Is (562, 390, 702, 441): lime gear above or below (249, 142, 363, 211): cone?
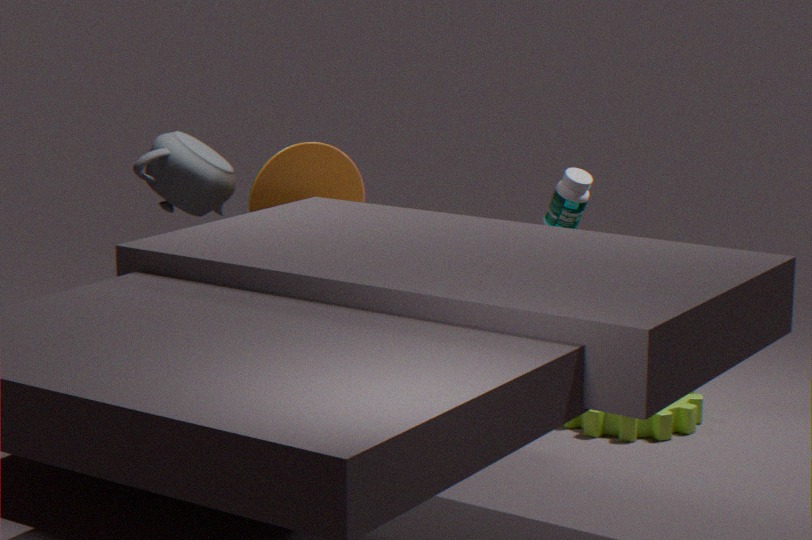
below
